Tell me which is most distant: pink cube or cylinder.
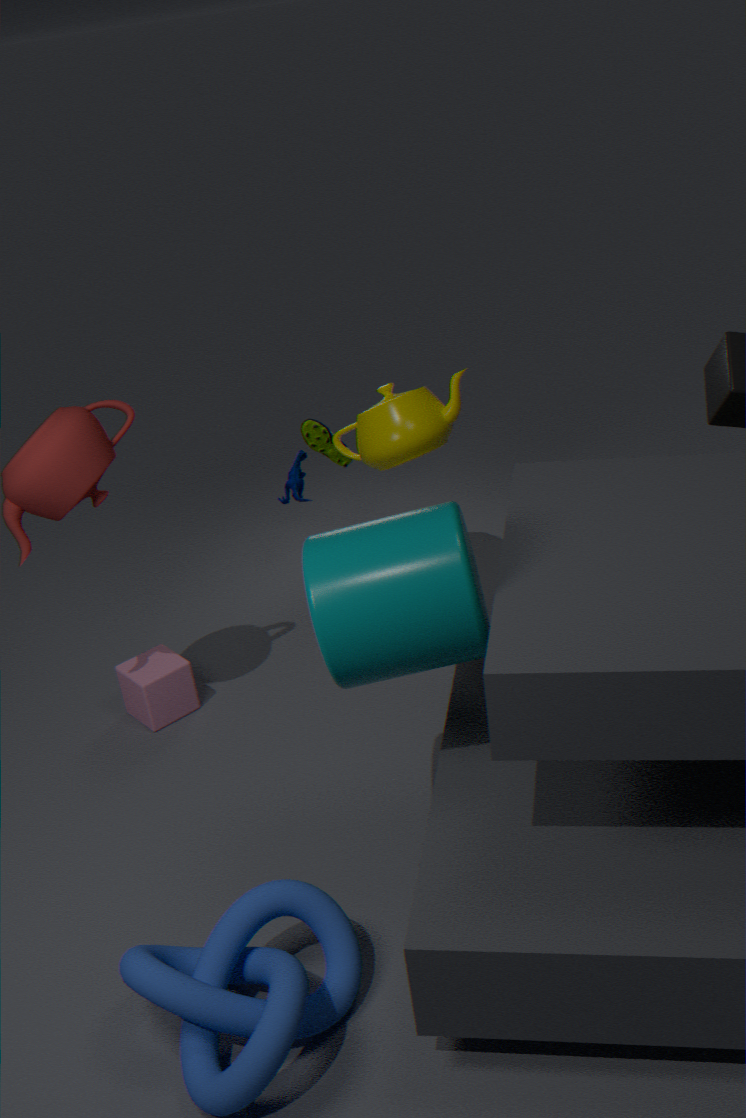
pink cube
